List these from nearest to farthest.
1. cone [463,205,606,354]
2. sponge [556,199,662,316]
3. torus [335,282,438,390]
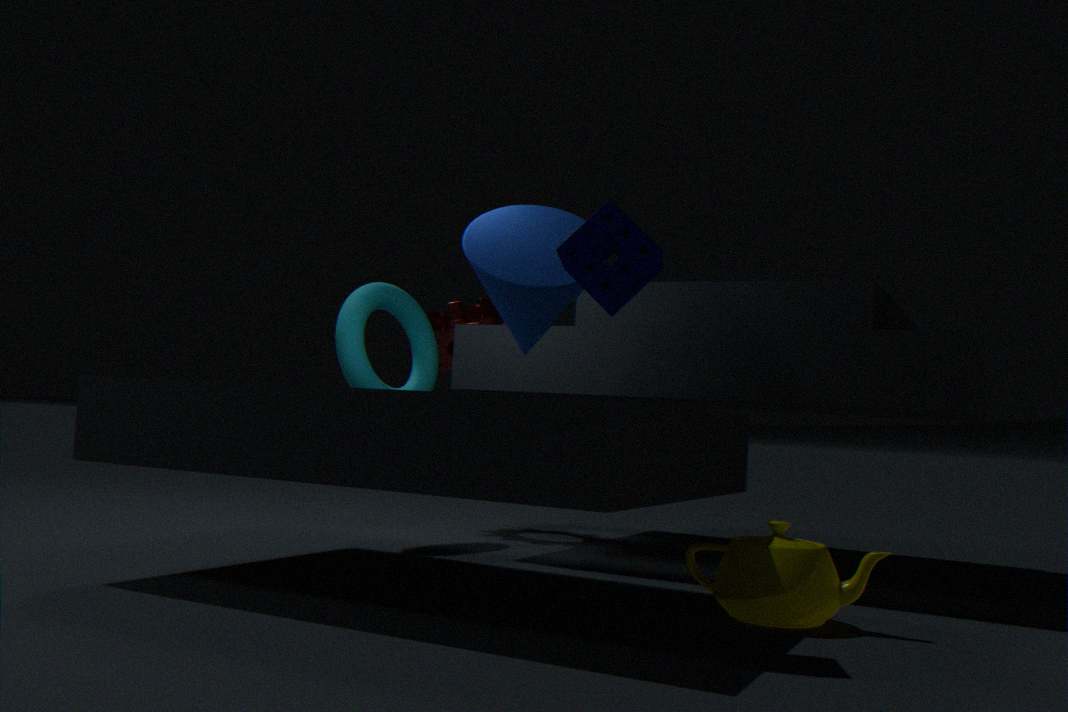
sponge [556,199,662,316] < cone [463,205,606,354] < torus [335,282,438,390]
